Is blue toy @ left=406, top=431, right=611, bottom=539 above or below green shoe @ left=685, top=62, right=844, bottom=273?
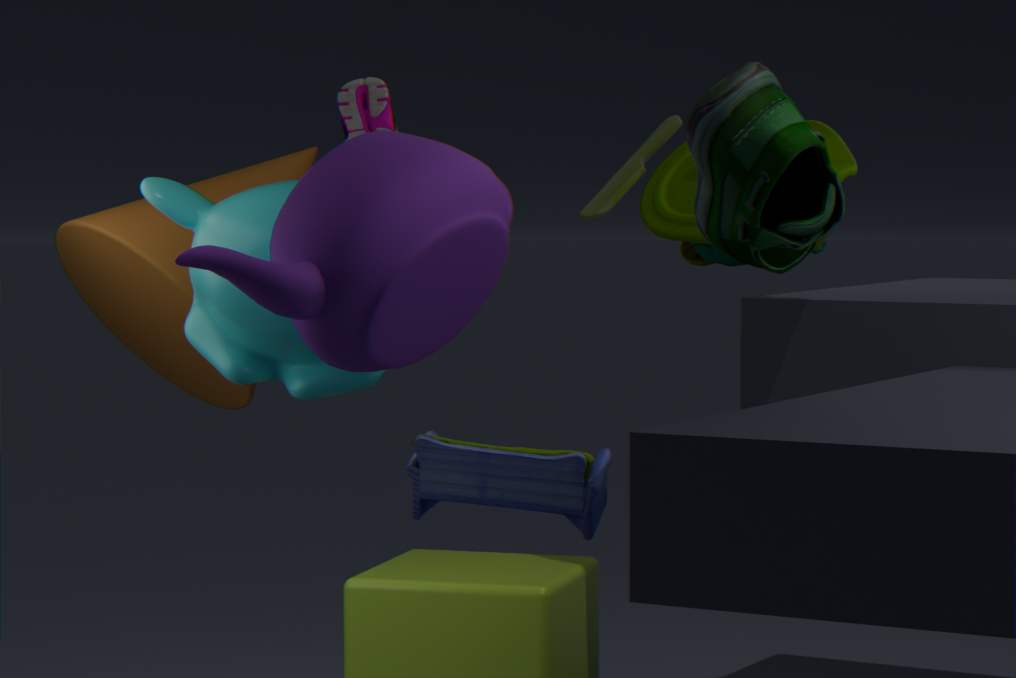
below
